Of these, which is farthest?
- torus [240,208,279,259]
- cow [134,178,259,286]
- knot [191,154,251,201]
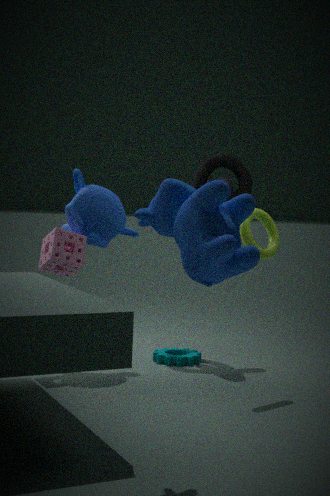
knot [191,154,251,201]
